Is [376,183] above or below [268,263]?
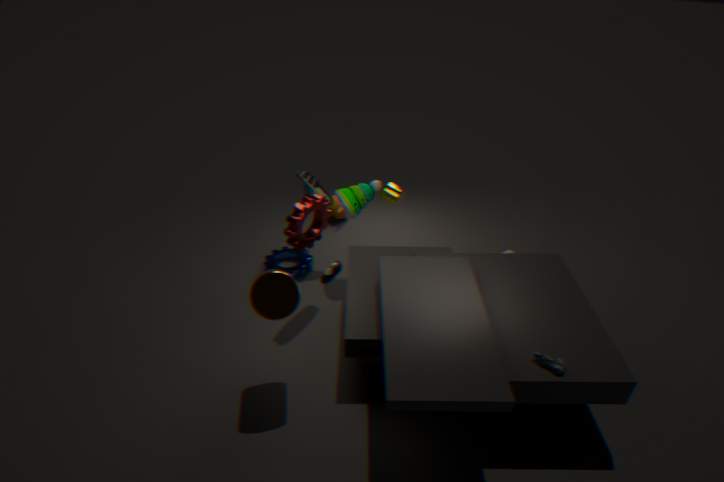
above
